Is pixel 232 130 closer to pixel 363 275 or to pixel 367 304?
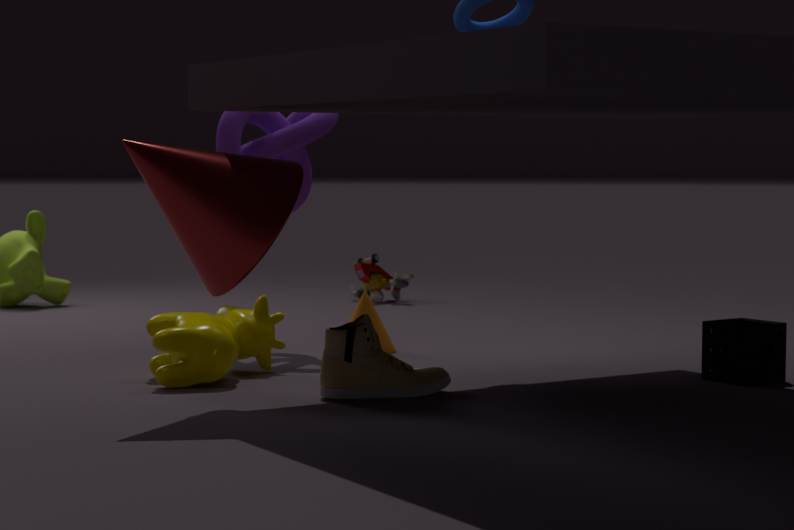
pixel 367 304
